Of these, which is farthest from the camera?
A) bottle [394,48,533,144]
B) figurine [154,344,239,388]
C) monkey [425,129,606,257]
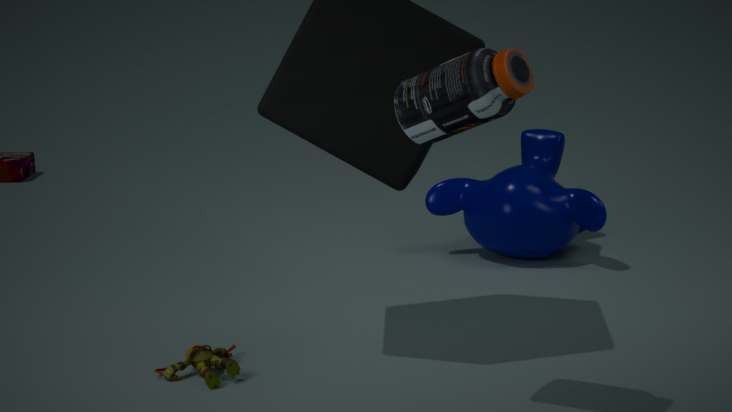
monkey [425,129,606,257]
